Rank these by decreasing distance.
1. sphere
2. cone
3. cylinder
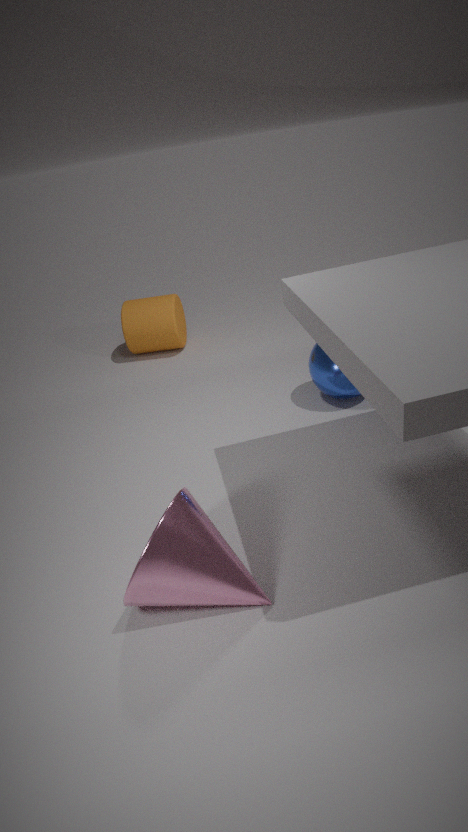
cylinder
sphere
cone
